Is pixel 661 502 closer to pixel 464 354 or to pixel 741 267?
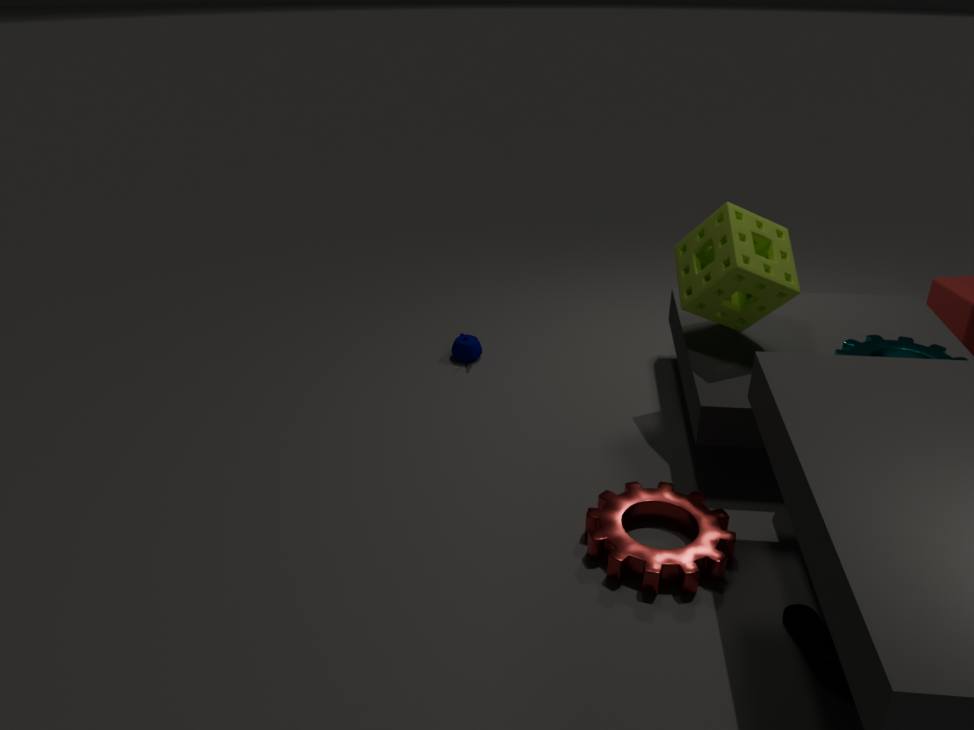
pixel 741 267
